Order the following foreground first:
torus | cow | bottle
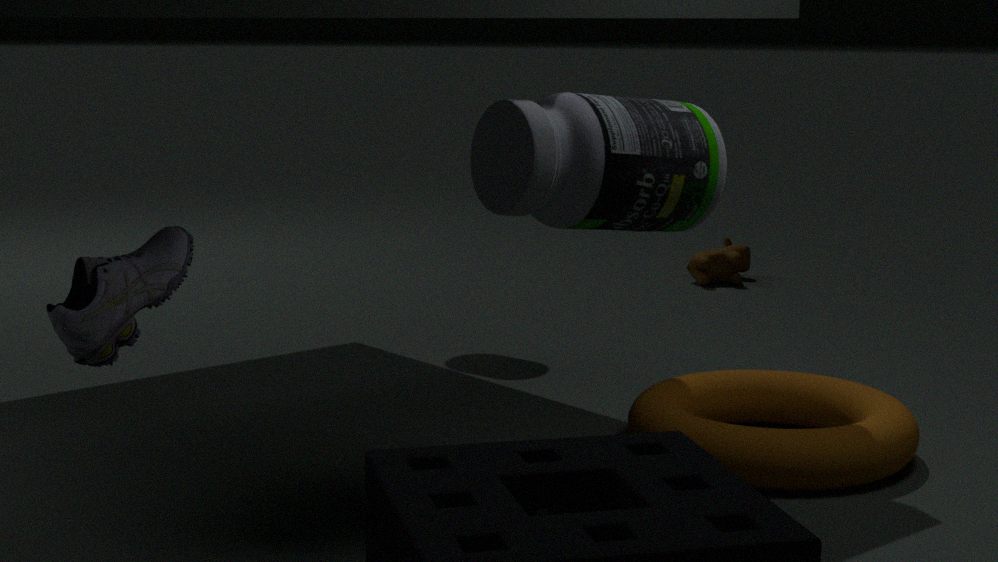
bottle
torus
cow
